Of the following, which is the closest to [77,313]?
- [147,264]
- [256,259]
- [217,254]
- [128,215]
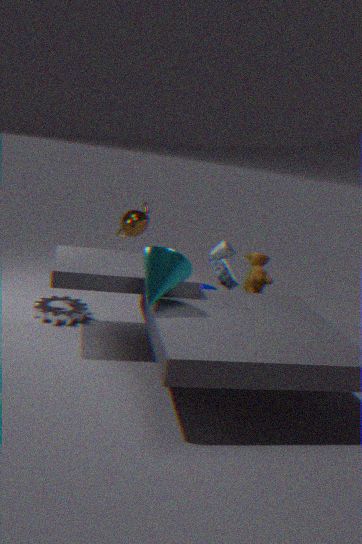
[128,215]
